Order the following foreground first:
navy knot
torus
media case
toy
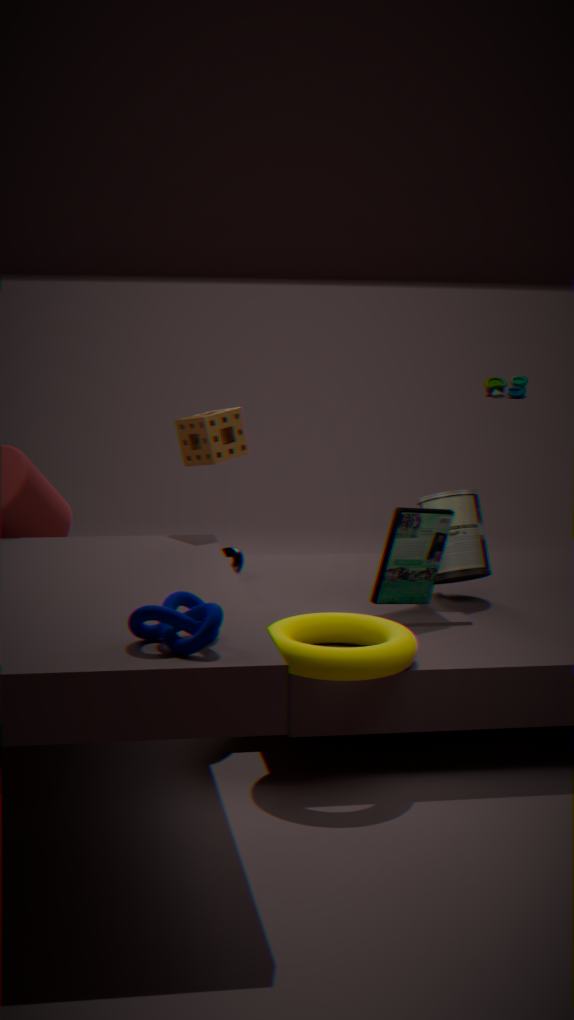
navy knot, torus, media case, toy
